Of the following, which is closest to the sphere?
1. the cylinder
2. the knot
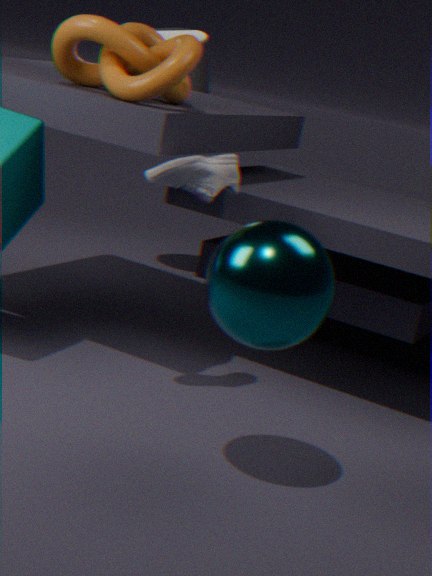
the knot
